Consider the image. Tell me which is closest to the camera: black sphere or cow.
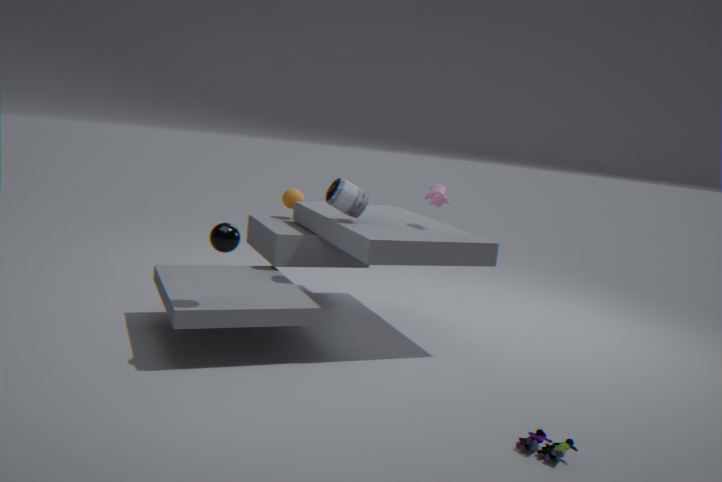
black sphere
